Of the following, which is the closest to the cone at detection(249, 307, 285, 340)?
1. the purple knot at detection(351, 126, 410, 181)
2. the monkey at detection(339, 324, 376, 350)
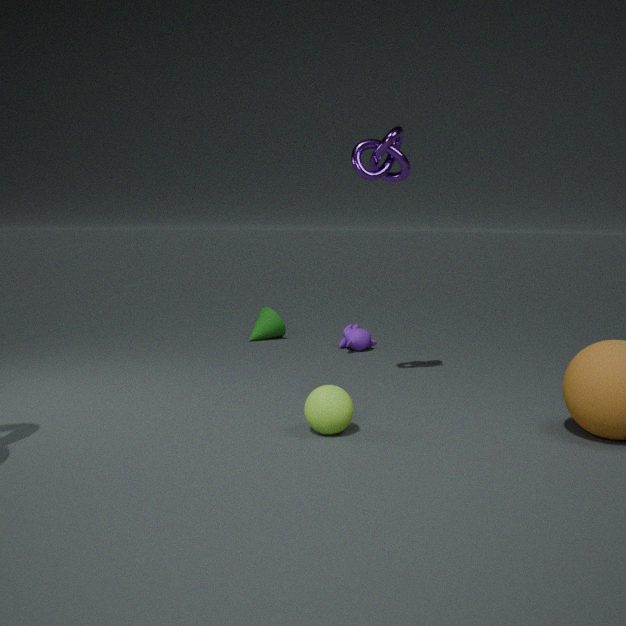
the monkey at detection(339, 324, 376, 350)
